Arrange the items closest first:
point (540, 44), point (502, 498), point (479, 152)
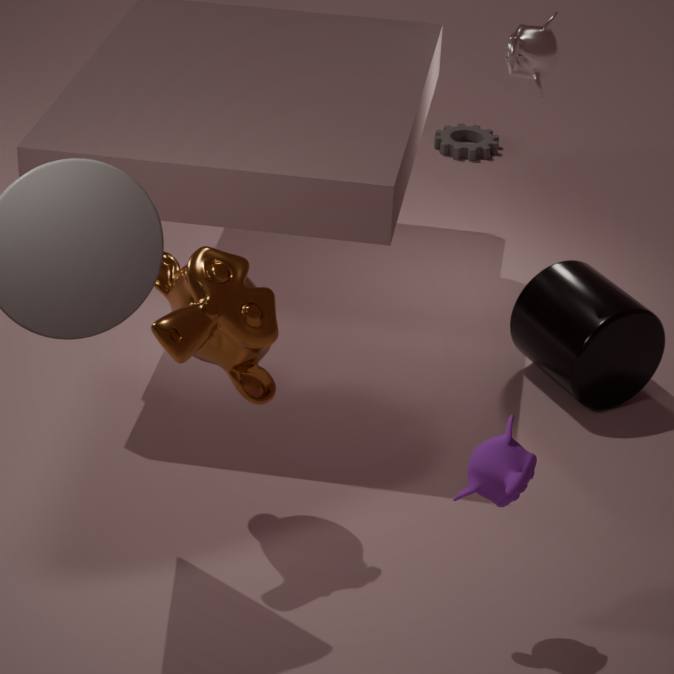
point (502, 498) → point (540, 44) → point (479, 152)
